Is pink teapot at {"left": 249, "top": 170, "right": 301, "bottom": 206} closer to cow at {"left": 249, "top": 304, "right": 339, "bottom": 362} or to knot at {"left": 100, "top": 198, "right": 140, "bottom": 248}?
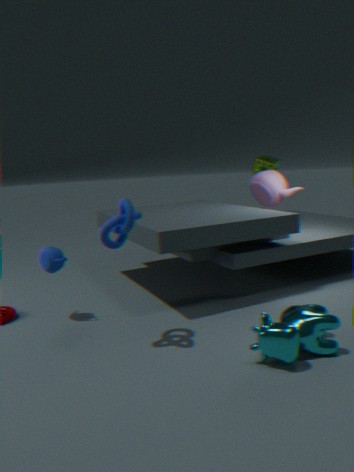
cow at {"left": 249, "top": 304, "right": 339, "bottom": 362}
